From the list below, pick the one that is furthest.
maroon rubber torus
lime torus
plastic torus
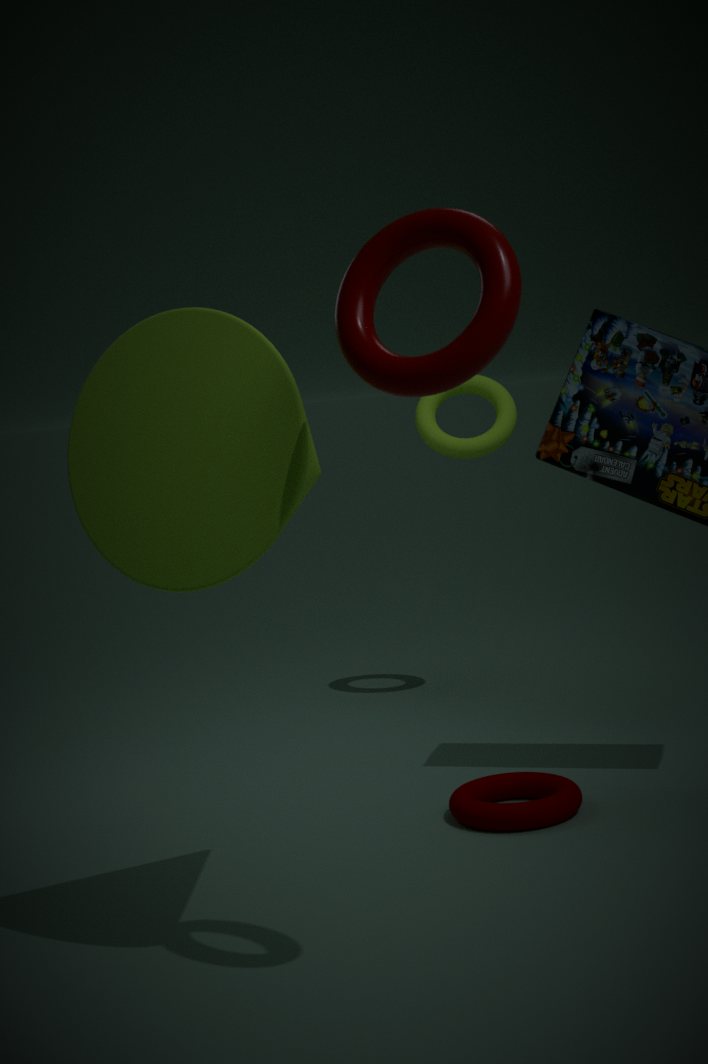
lime torus
